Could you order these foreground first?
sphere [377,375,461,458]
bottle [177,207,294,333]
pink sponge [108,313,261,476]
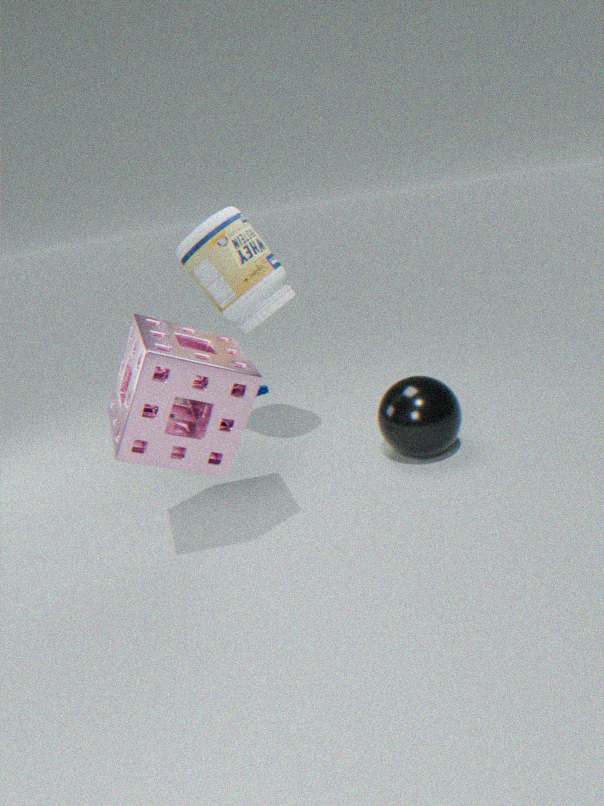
1. pink sponge [108,313,261,476]
2. bottle [177,207,294,333]
3. sphere [377,375,461,458]
